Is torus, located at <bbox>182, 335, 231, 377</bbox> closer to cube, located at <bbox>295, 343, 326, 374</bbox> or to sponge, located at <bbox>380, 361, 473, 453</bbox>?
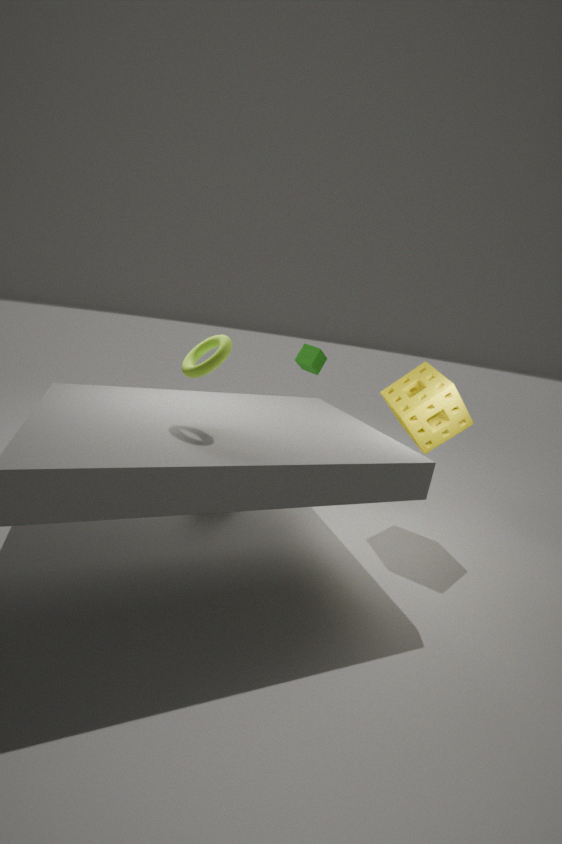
sponge, located at <bbox>380, 361, 473, 453</bbox>
